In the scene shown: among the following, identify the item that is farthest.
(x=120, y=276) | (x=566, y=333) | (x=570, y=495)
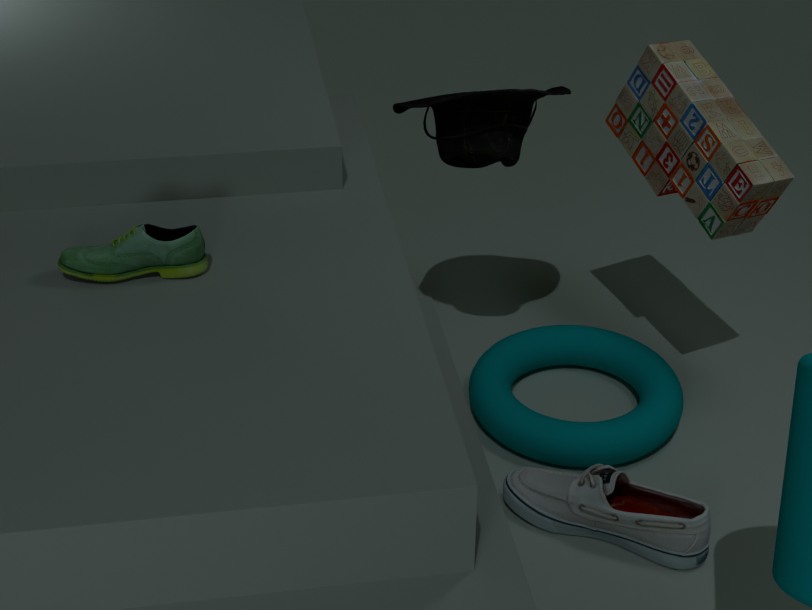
(x=566, y=333)
